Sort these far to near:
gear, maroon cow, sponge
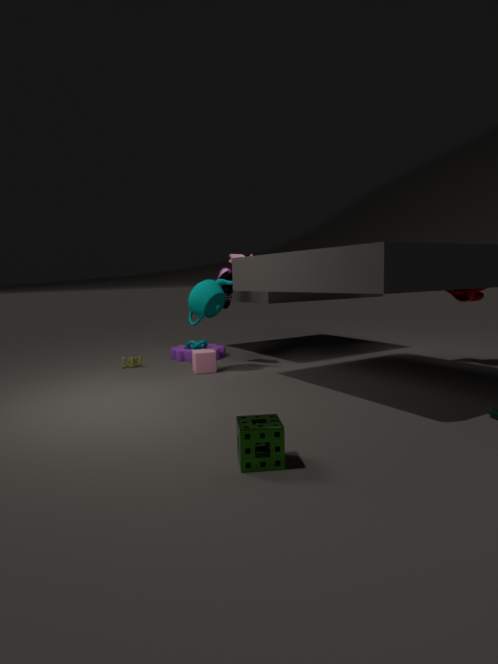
gear
maroon cow
sponge
